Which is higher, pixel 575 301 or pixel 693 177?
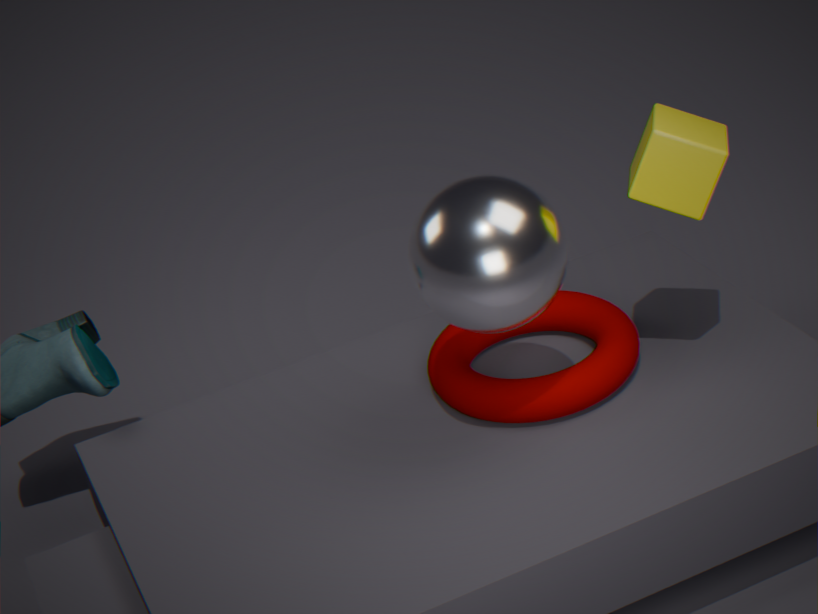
pixel 693 177
